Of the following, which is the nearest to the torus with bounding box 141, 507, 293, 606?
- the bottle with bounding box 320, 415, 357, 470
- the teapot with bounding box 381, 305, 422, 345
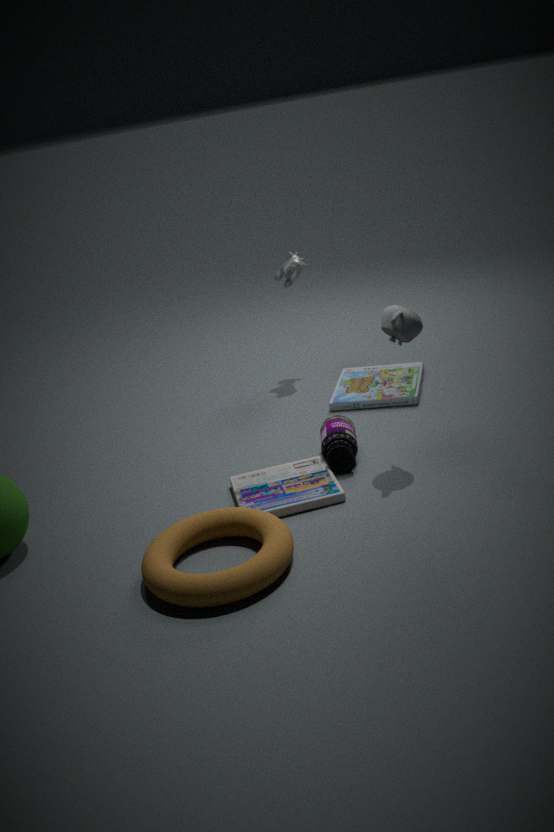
the bottle with bounding box 320, 415, 357, 470
